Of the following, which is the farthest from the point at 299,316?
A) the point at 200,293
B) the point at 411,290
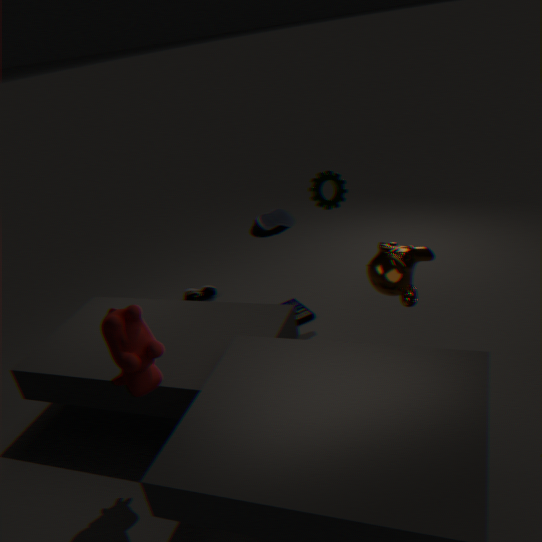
the point at 411,290
